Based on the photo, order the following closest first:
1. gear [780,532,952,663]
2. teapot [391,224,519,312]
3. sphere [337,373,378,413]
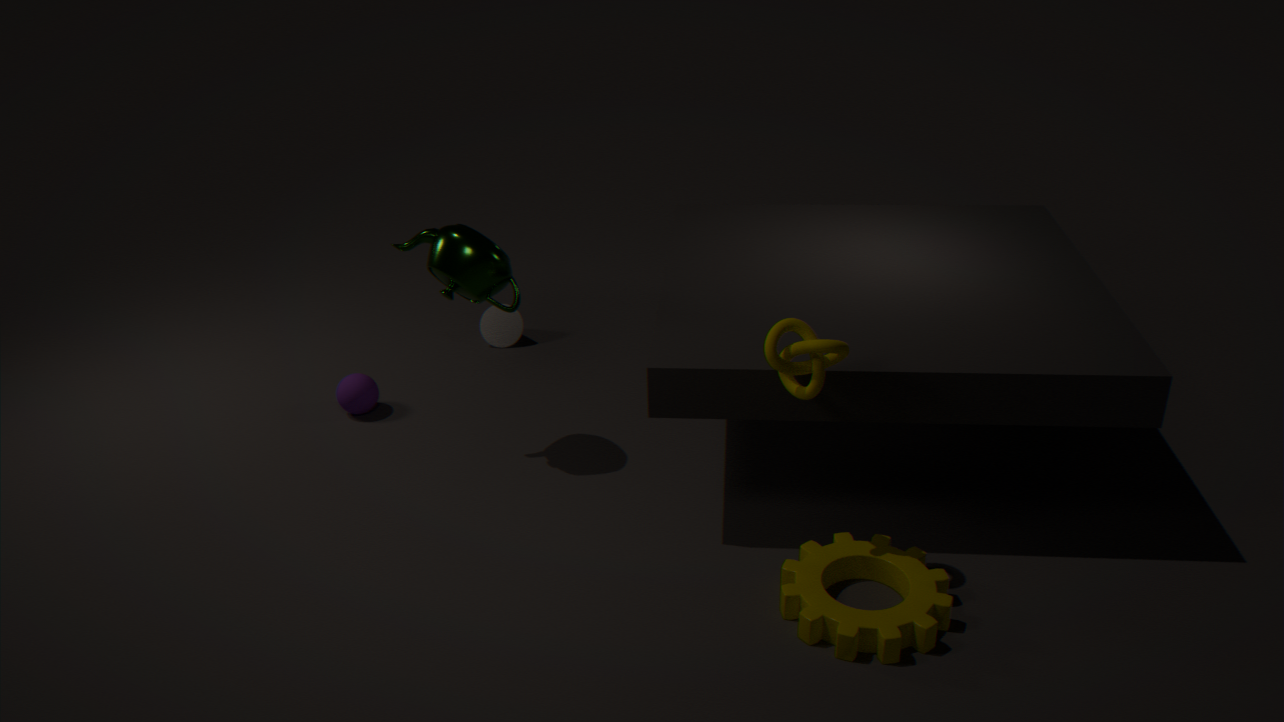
1. gear [780,532,952,663]
2. teapot [391,224,519,312]
3. sphere [337,373,378,413]
